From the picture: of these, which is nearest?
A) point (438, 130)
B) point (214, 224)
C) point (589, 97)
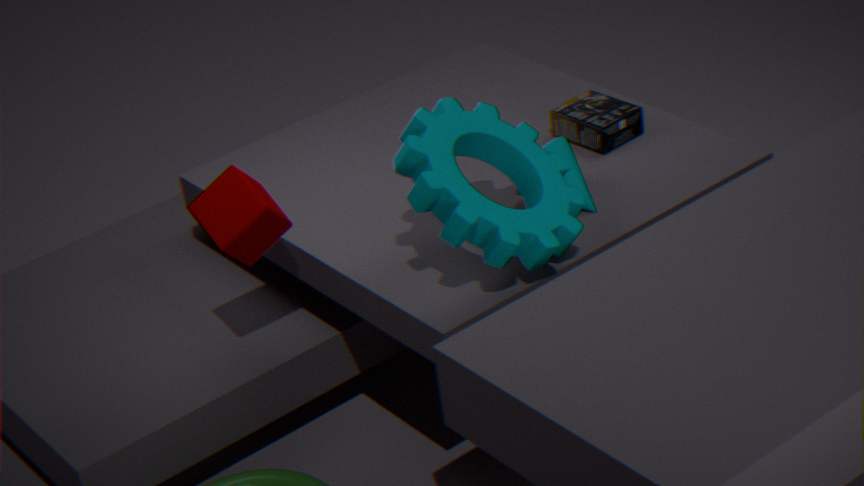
point (438, 130)
